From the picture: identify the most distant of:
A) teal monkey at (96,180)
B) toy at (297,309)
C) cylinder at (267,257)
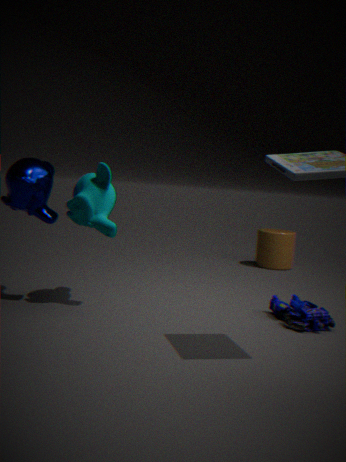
cylinder at (267,257)
